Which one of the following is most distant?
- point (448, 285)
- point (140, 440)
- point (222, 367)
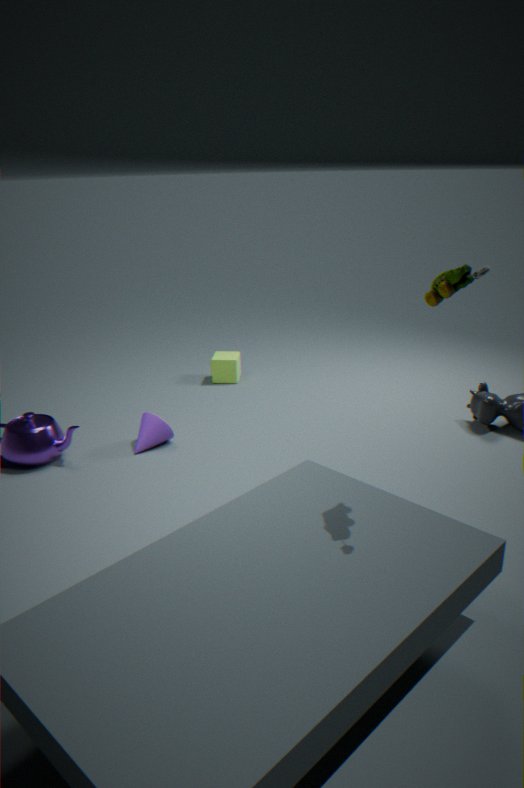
point (222, 367)
